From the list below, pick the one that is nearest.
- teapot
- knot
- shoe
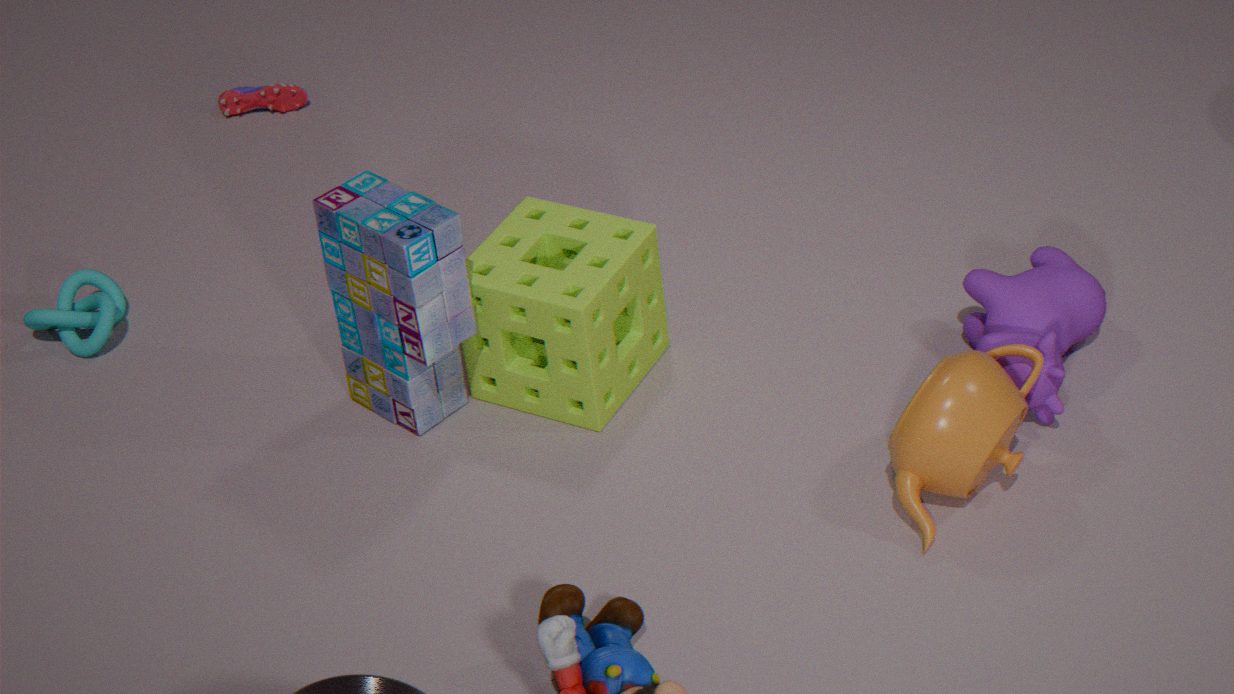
teapot
